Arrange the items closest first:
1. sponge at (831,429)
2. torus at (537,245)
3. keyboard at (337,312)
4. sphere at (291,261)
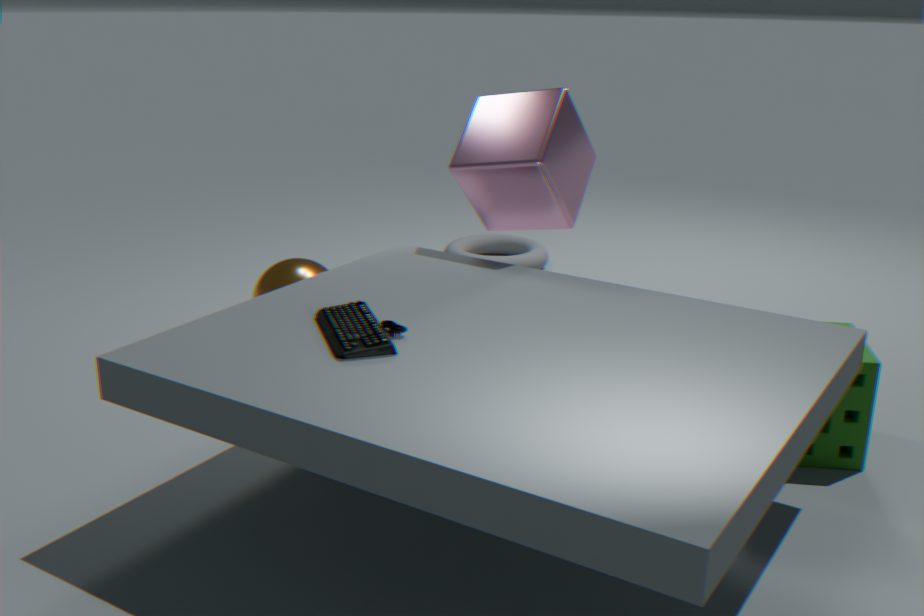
1. keyboard at (337,312)
2. sponge at (831,429)
3. sphere at (291,261)
4. torus at (537,245)
